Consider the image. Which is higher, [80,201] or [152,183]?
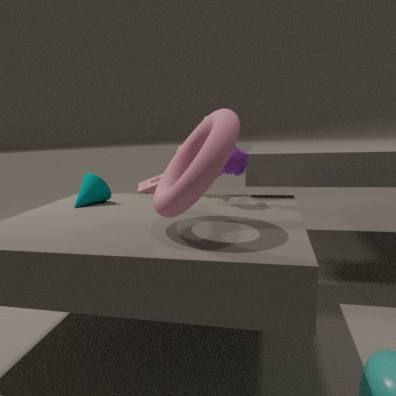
[80,201]
